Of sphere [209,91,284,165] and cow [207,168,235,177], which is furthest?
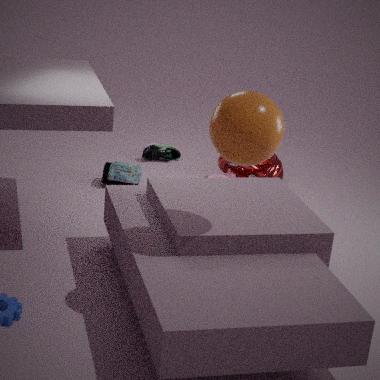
cow [207,168,235,177]
